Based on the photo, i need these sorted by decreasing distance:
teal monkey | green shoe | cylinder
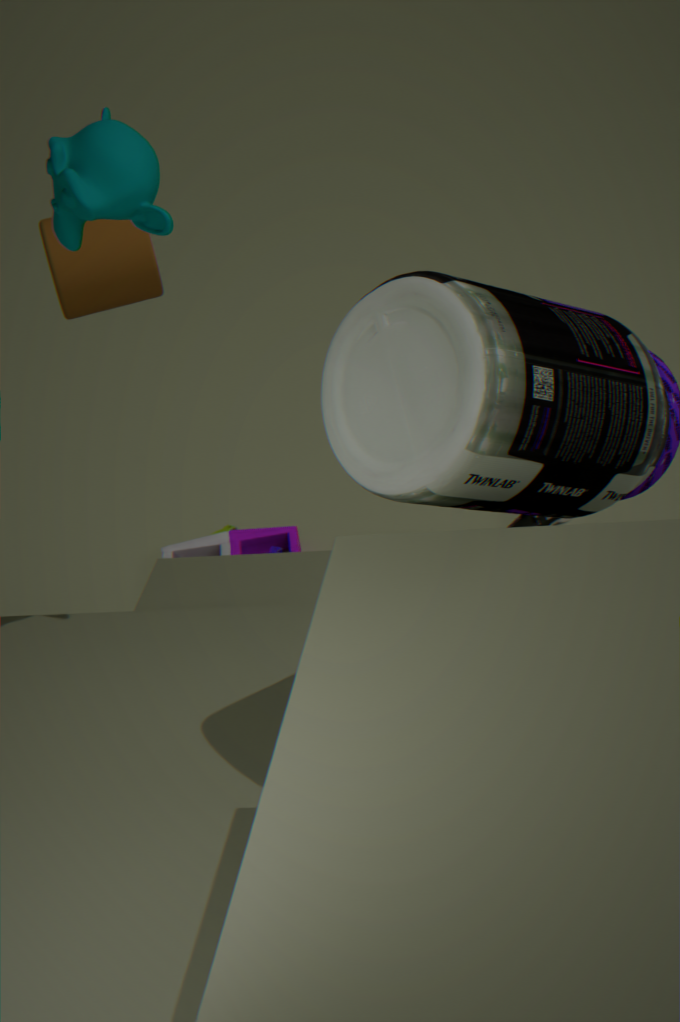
Answer: green shoe
cylinder
teal monkey
